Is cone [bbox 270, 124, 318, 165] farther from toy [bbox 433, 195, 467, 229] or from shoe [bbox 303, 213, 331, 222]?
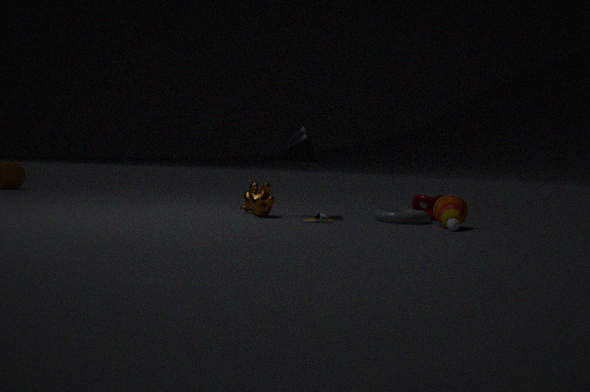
toy [bbox 433, 195, 467, 229]
